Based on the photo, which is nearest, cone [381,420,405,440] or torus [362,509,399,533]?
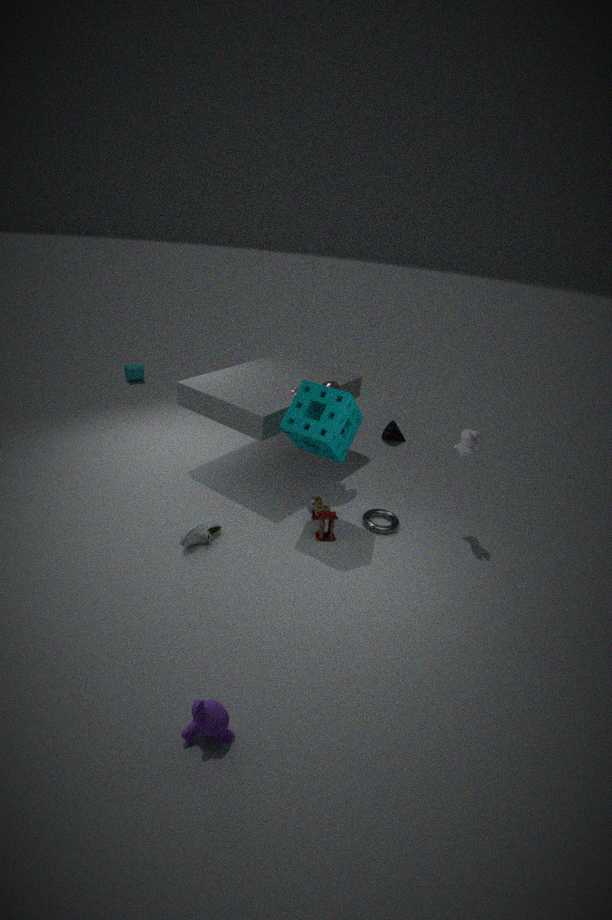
torus [362,509,399,533]
